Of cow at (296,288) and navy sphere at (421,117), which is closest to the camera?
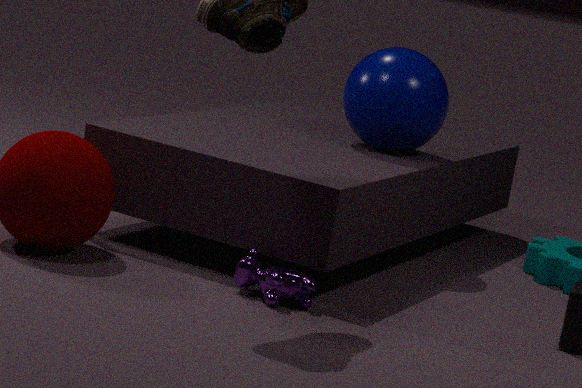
cow at (296,288)
